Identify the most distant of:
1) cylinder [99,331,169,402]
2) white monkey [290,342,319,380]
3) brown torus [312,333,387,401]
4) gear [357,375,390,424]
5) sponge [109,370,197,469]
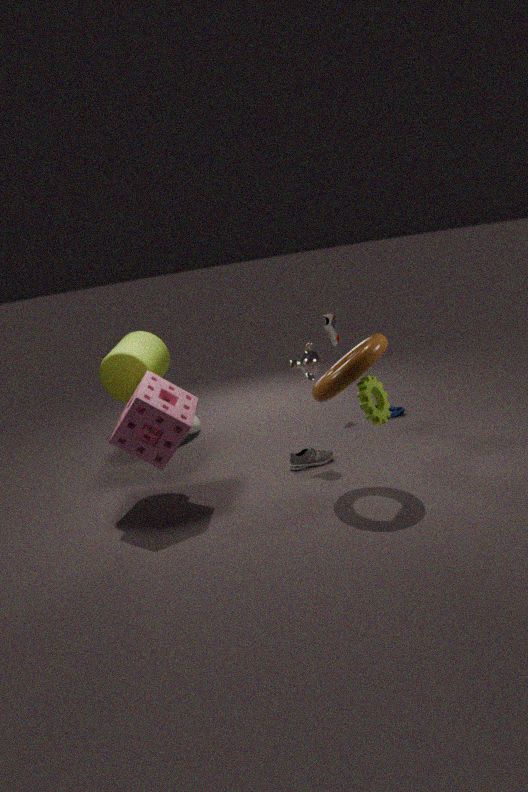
2. white monkey [290,342,319,380]
